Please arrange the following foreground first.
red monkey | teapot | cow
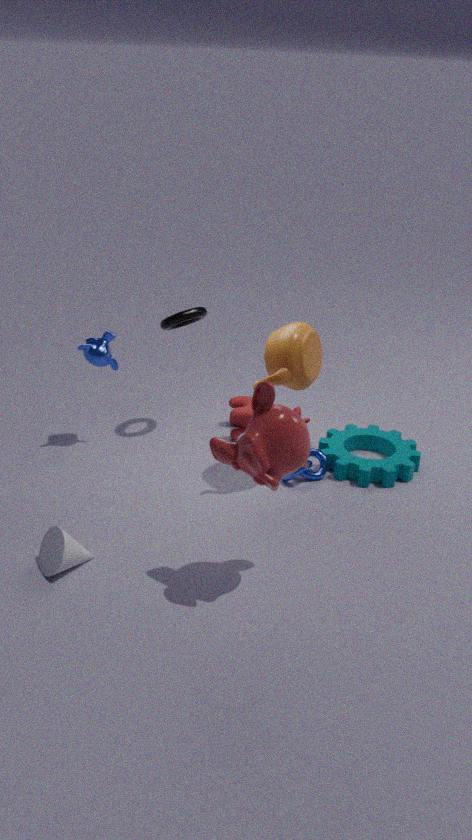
red monkey
teapot
cow
